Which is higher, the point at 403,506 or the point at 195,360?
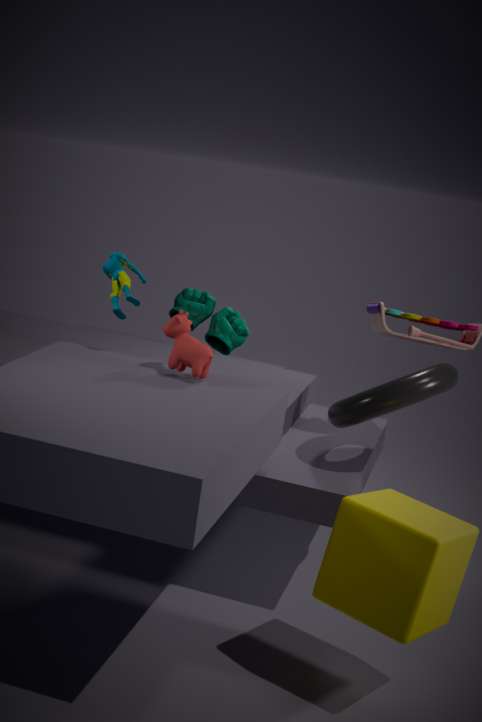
the point at 195,360
